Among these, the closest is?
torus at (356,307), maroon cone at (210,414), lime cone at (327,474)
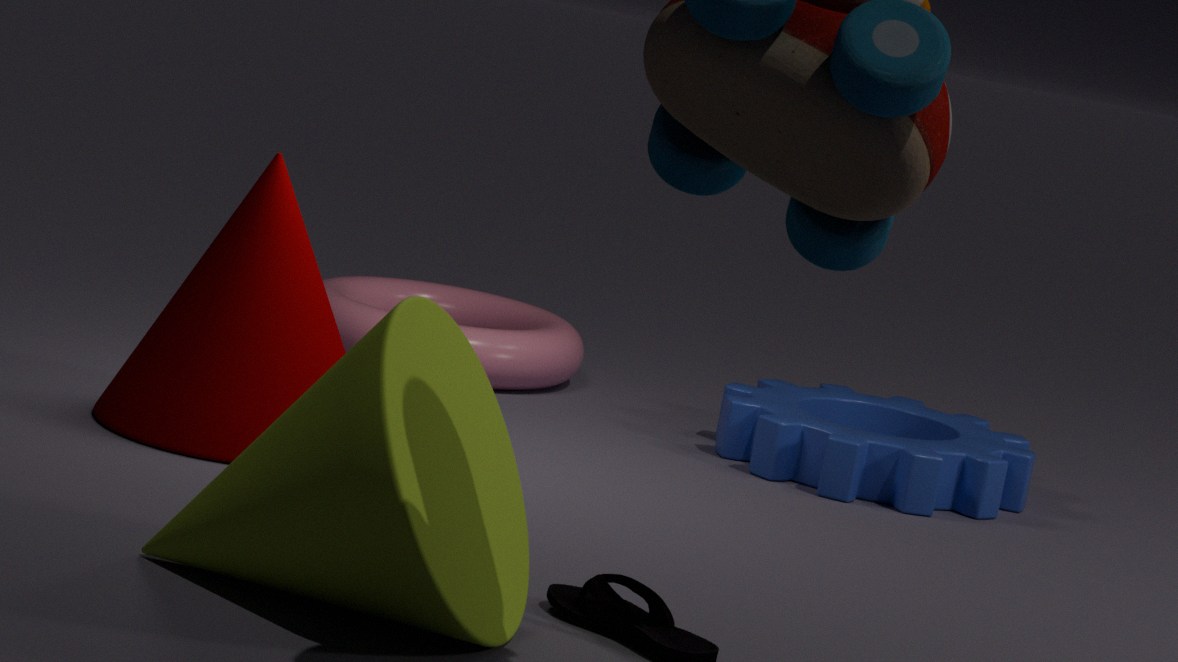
lime cone at (327,474)
